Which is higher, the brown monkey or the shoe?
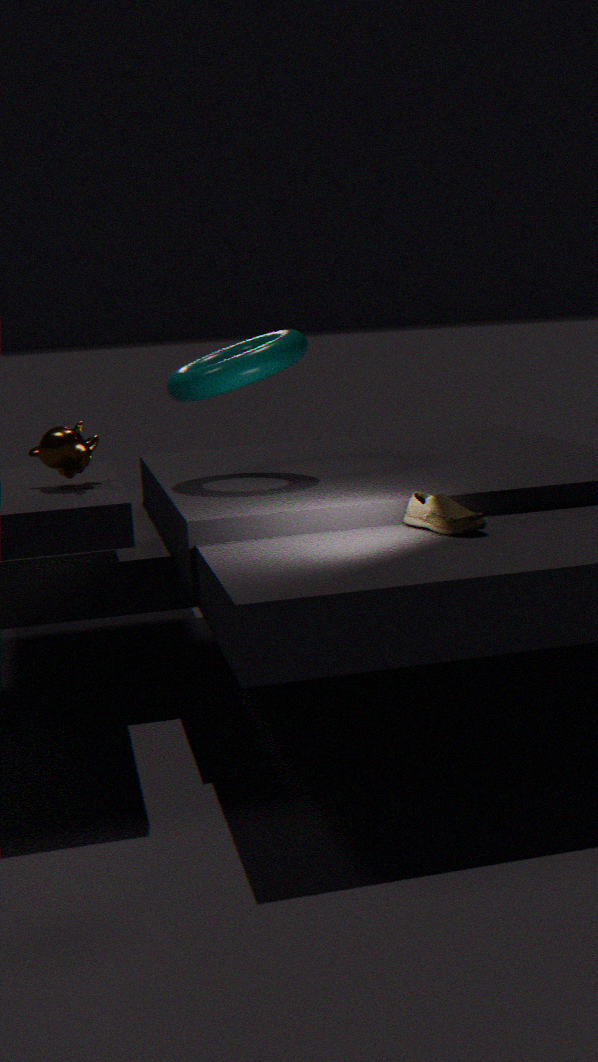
the brown monkey
